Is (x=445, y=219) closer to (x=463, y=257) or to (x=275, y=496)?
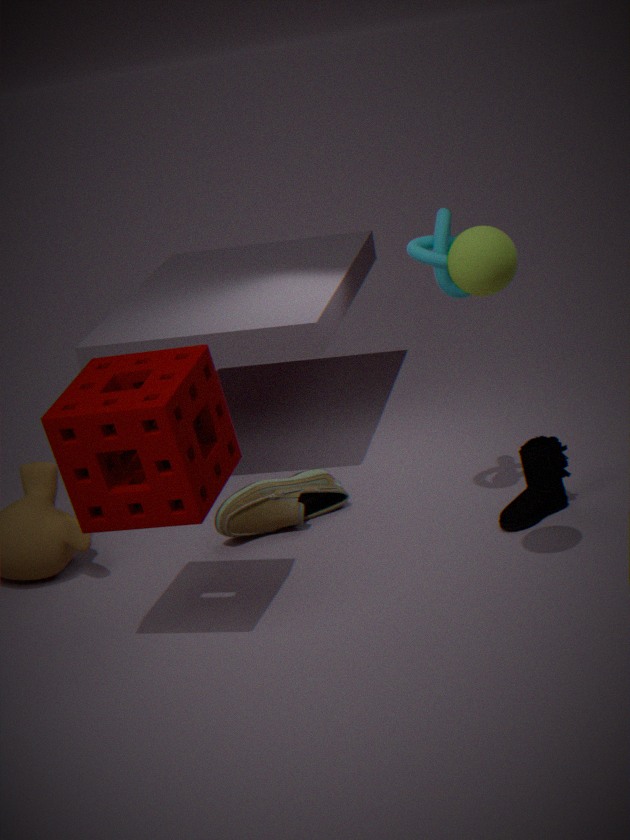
(x=463, y=257)
